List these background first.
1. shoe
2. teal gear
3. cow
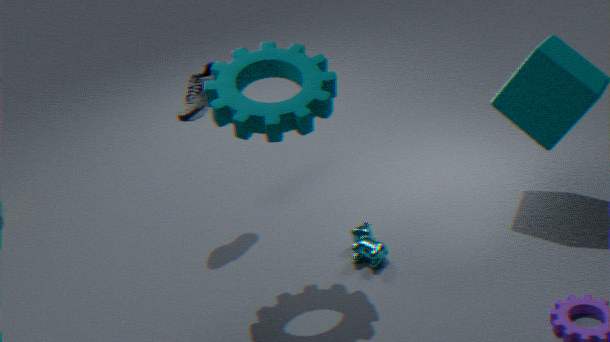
shoe → cow → teal gear
